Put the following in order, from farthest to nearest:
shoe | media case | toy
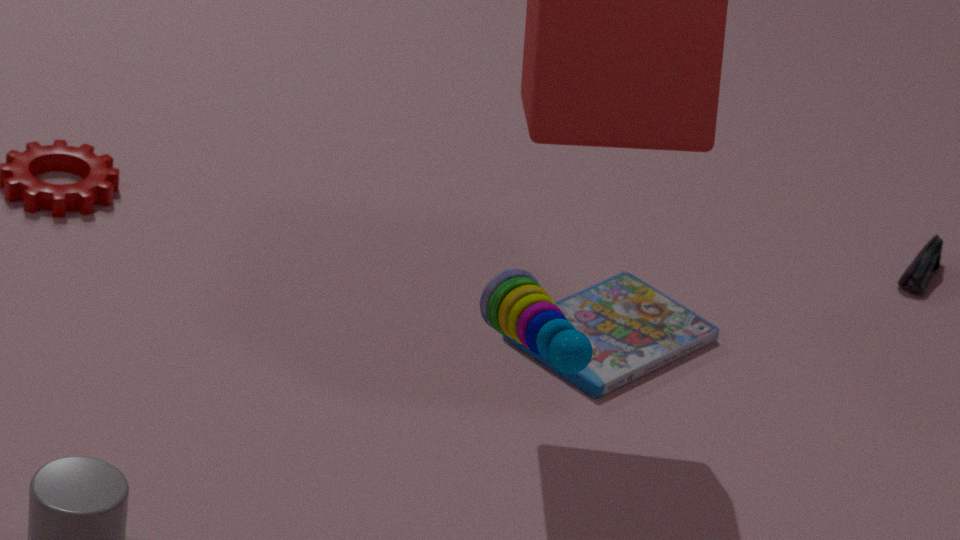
shoe < media case < toy
